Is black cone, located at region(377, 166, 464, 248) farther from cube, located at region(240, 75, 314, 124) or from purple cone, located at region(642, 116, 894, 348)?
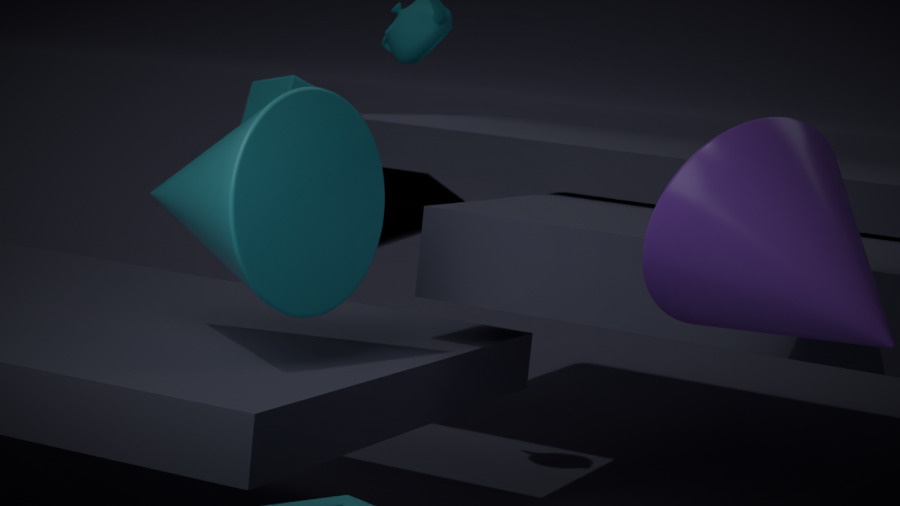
purple cone, located at region(642, 116, 894, 348)
